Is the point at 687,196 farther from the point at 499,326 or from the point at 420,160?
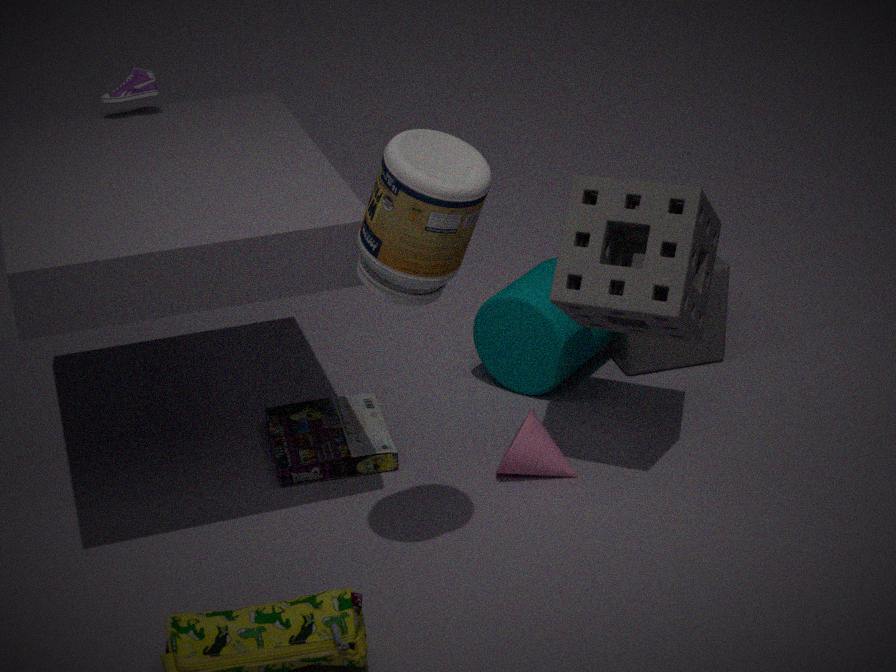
the point at 420,160
